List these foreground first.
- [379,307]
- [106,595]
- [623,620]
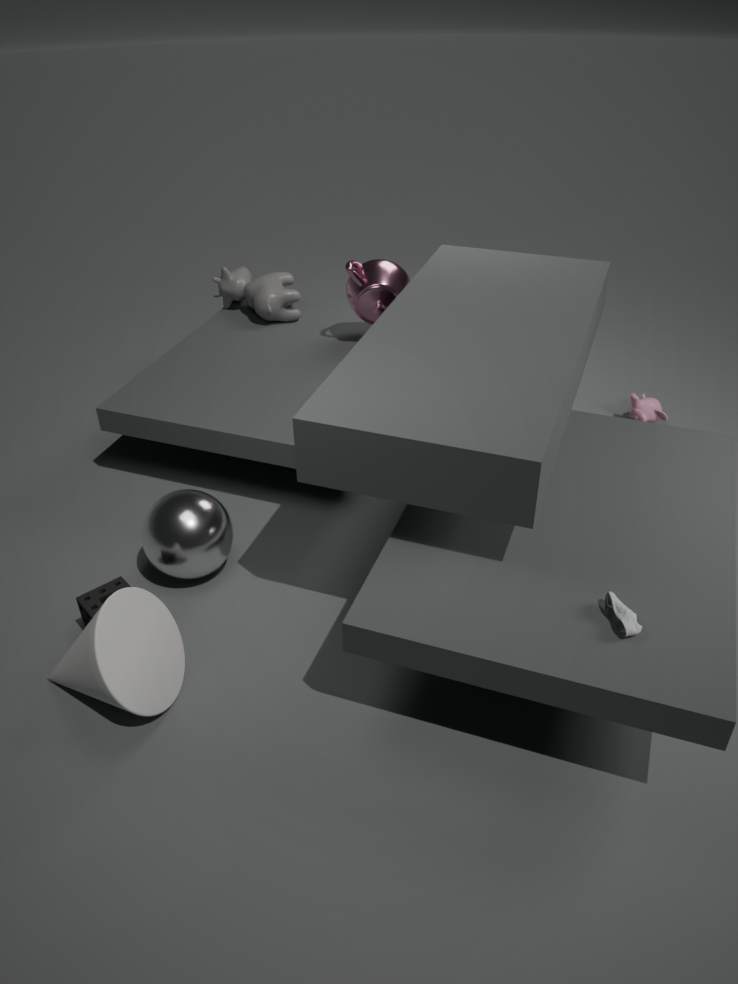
[623,620]
[106,595]
[379,307]
